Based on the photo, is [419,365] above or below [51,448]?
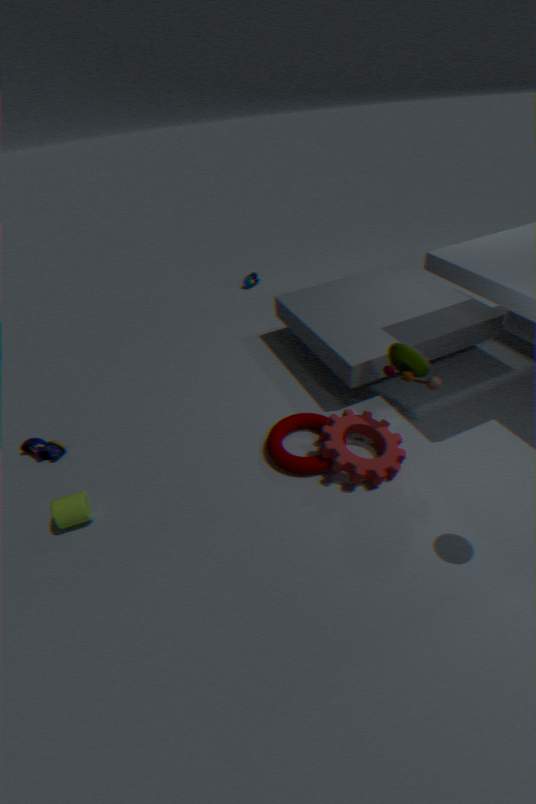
above
